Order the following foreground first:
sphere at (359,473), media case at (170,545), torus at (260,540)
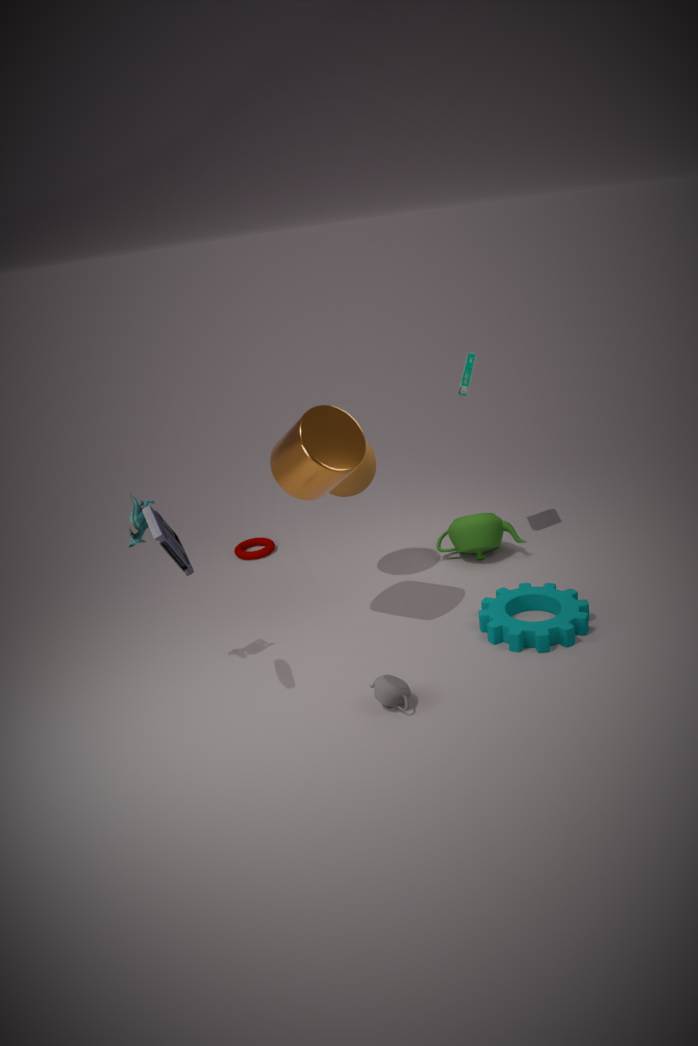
media case at (170,545) → sphere at (359,473) → torus at (260,540)
